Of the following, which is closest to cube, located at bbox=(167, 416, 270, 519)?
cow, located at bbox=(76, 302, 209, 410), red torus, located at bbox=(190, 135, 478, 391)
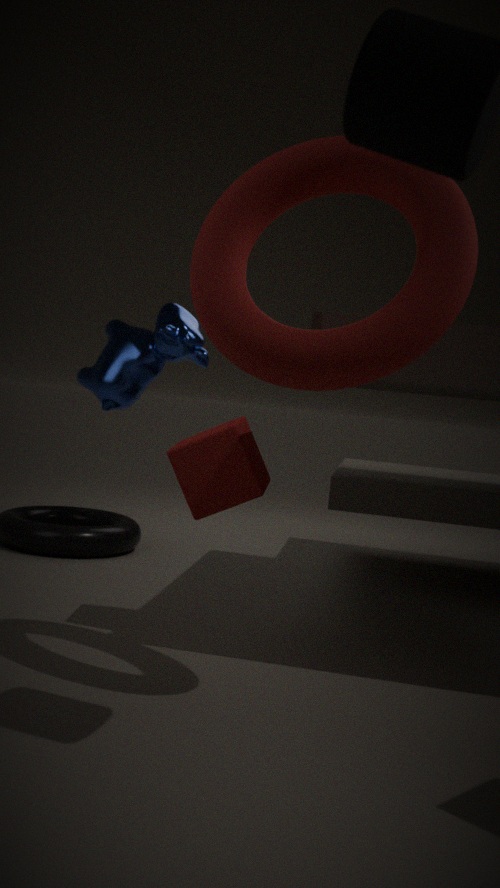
red torus, located at bbox=(190, 135, 478, 391)
